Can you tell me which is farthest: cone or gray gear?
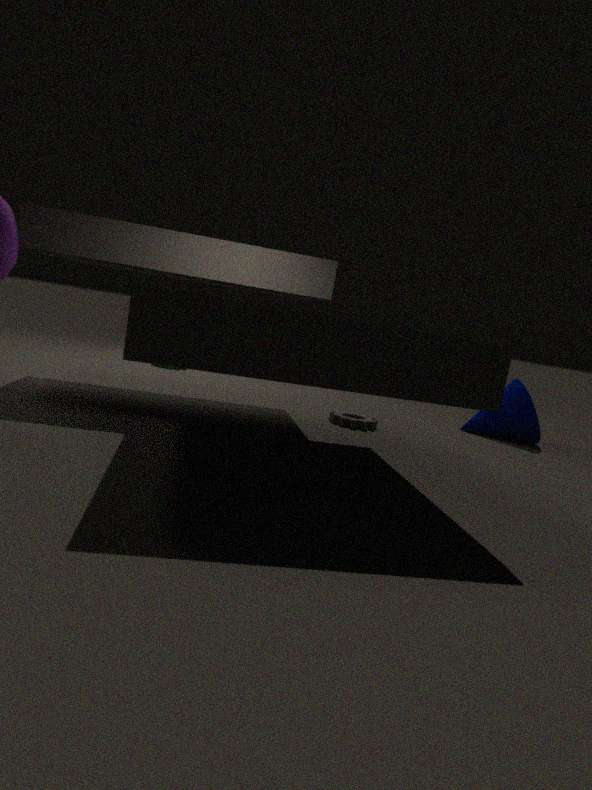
cone
